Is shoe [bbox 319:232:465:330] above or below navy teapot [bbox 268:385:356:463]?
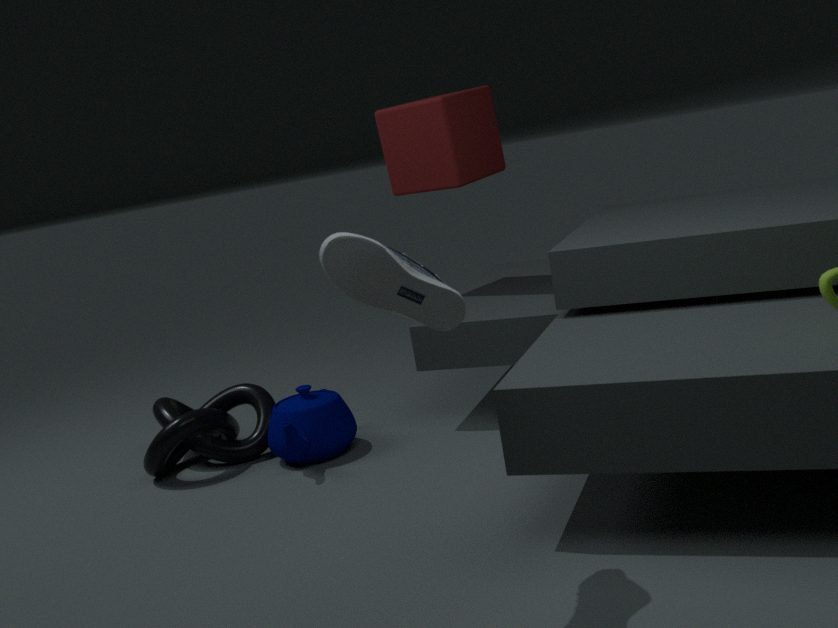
above
